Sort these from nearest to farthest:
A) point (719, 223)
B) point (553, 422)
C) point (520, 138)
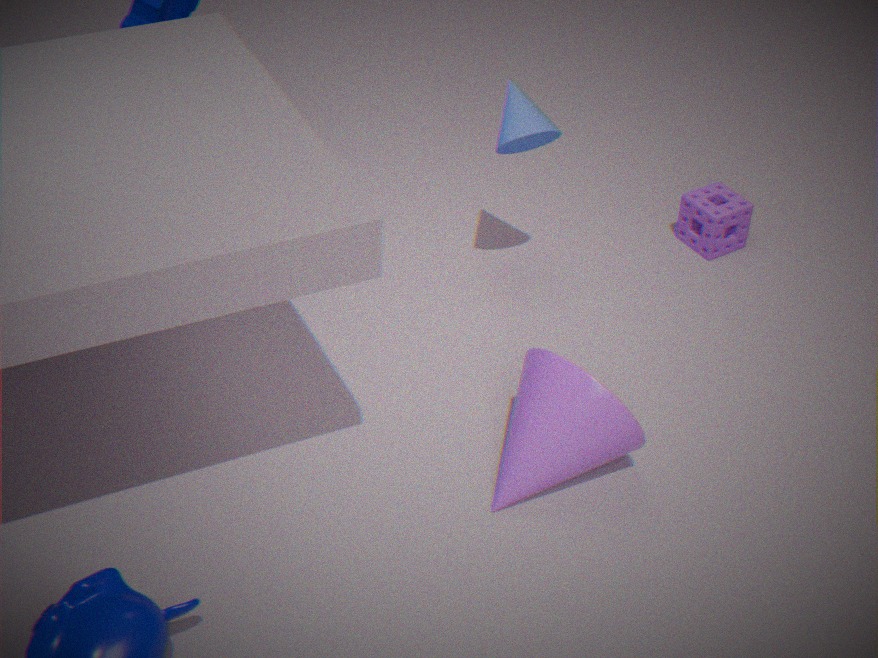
point (553, 422) < point (520, 138) < point (719, 223)
